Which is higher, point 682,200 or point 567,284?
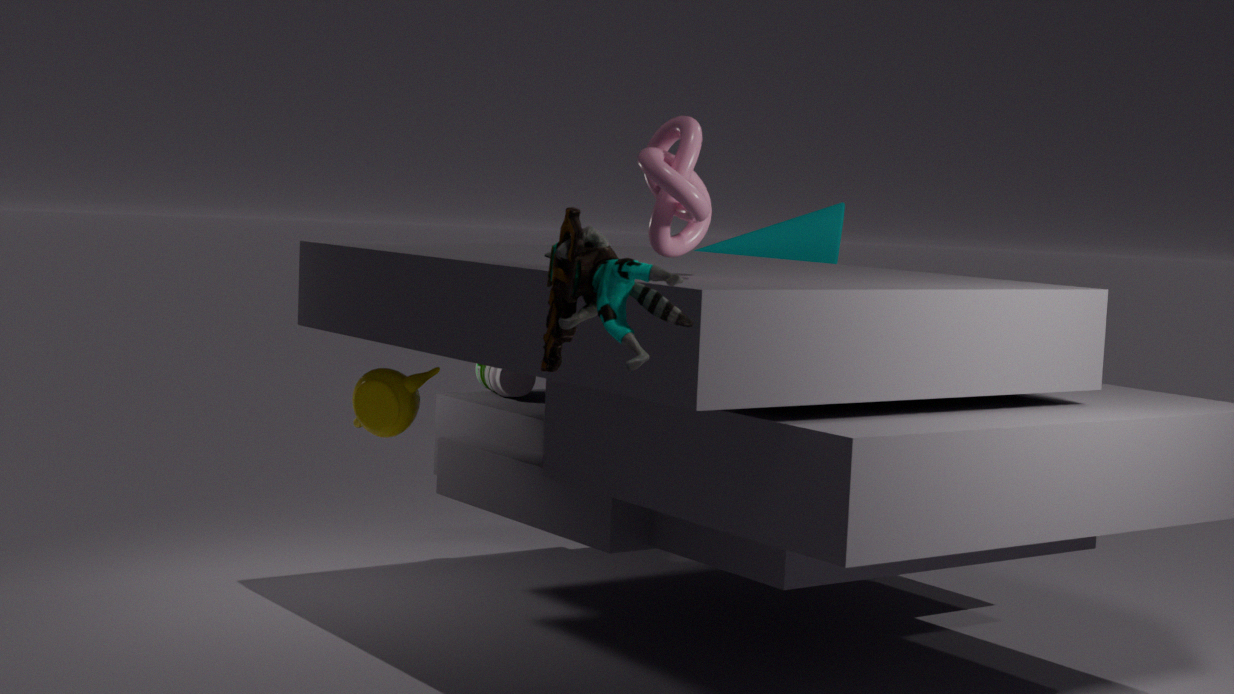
point 682,200
